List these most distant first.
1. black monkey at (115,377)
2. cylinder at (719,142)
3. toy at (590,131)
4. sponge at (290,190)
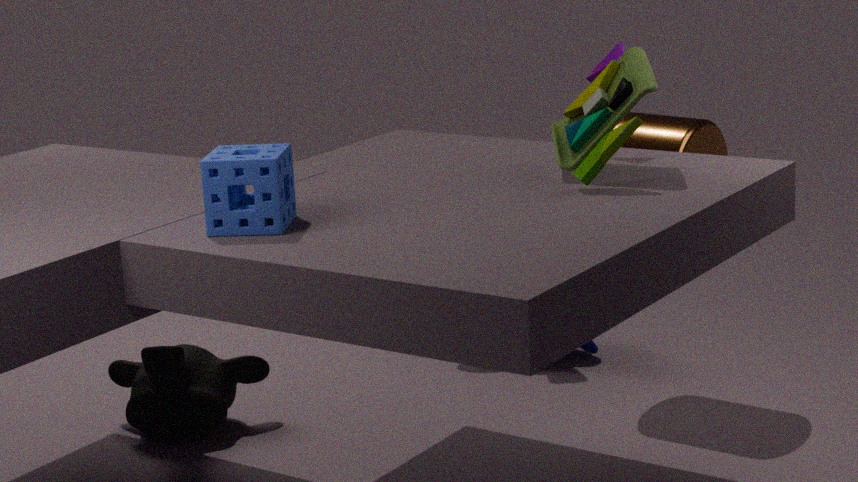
black monkey at (115,377), cylinder at (719,142), toy at (590,131), sponge at (290,190)
